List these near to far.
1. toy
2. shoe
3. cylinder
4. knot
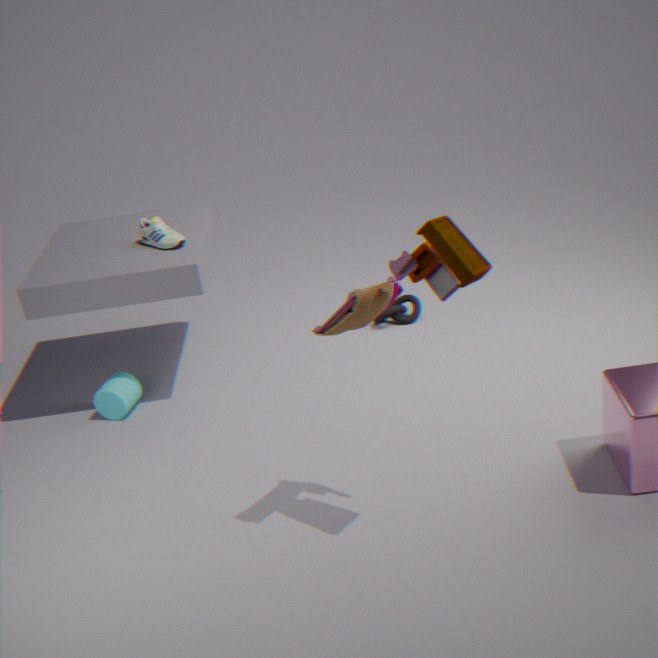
toy < shoe < cylinder < knot
